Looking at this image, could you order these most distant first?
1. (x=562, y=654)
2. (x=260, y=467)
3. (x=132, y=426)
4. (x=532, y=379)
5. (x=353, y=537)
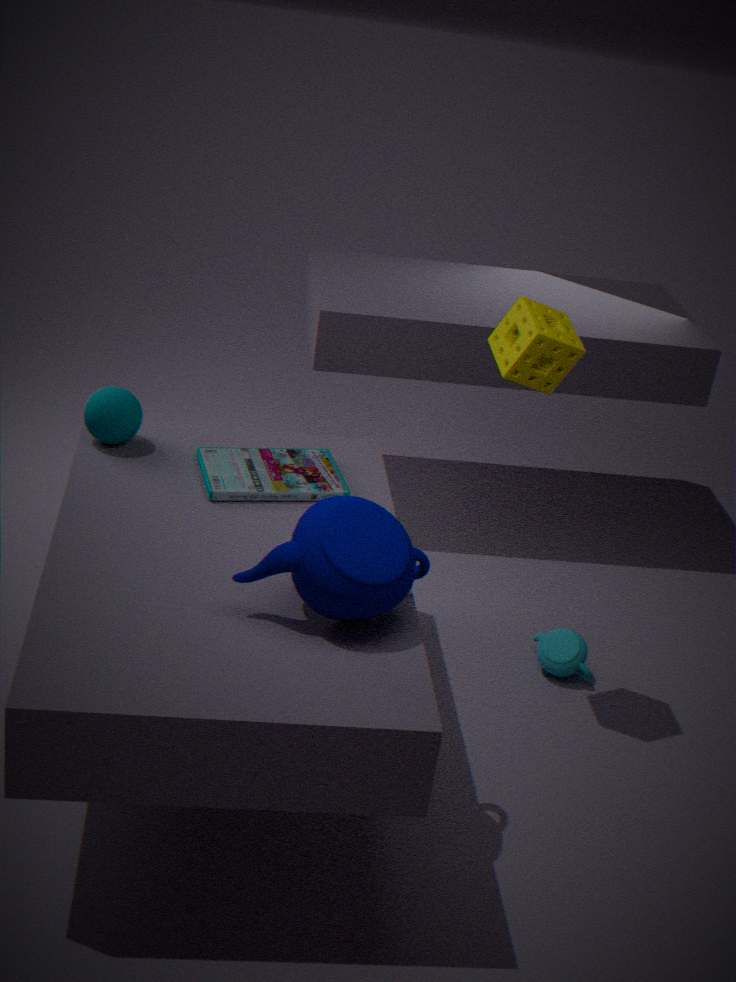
(x=562, y=654), (x=132, y=426), (x=260, y=467), (x=532, y=379), (x=353, y=537)
